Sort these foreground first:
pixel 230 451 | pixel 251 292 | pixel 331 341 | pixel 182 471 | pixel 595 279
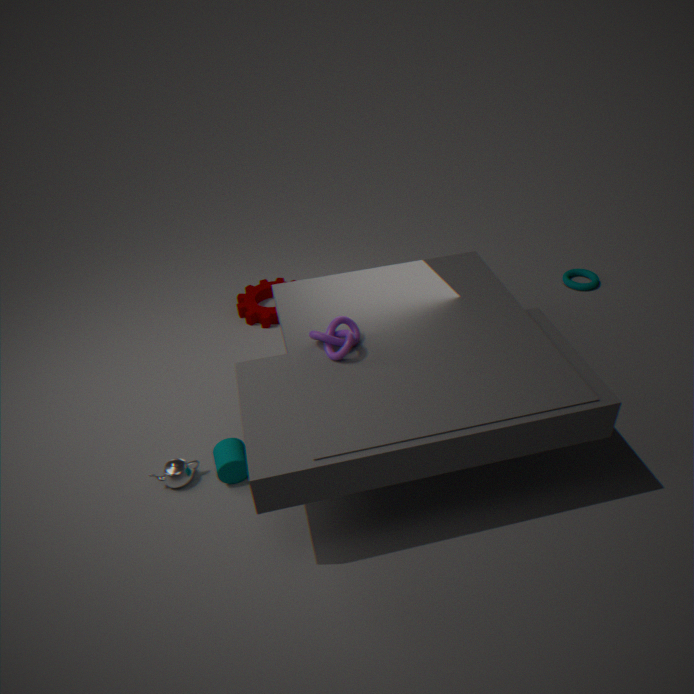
1. pixel 331 341
2. pixel 230 451
3. pixel 182 471
4. pixel 595 279
5. pixel 251 292
